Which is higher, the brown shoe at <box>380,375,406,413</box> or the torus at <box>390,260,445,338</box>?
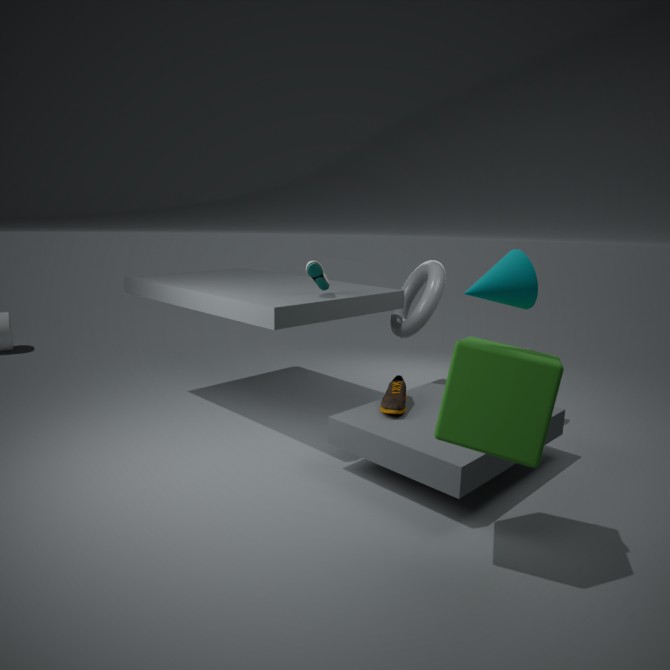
the torus at <box>390,260,445,338</box>
